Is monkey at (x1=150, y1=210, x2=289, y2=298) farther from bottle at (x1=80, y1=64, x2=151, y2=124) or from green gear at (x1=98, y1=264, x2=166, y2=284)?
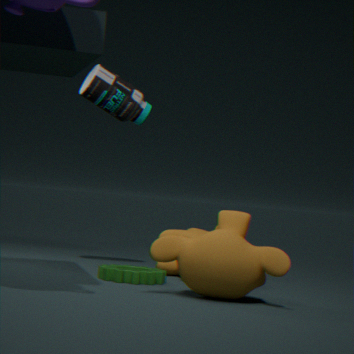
bottle at (x1=80, y1=64, x2=151, y2=124)
